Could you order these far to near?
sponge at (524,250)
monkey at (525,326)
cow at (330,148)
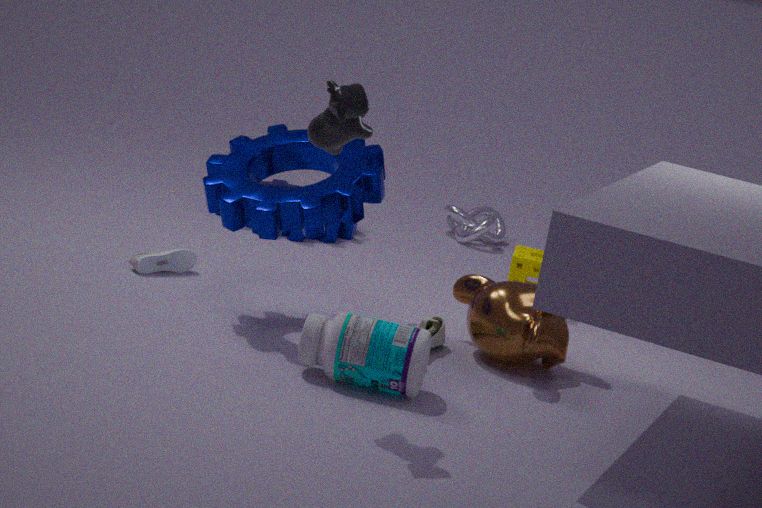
sponge at (524,250) → monkey at (525,326) → cow at (330,148)
